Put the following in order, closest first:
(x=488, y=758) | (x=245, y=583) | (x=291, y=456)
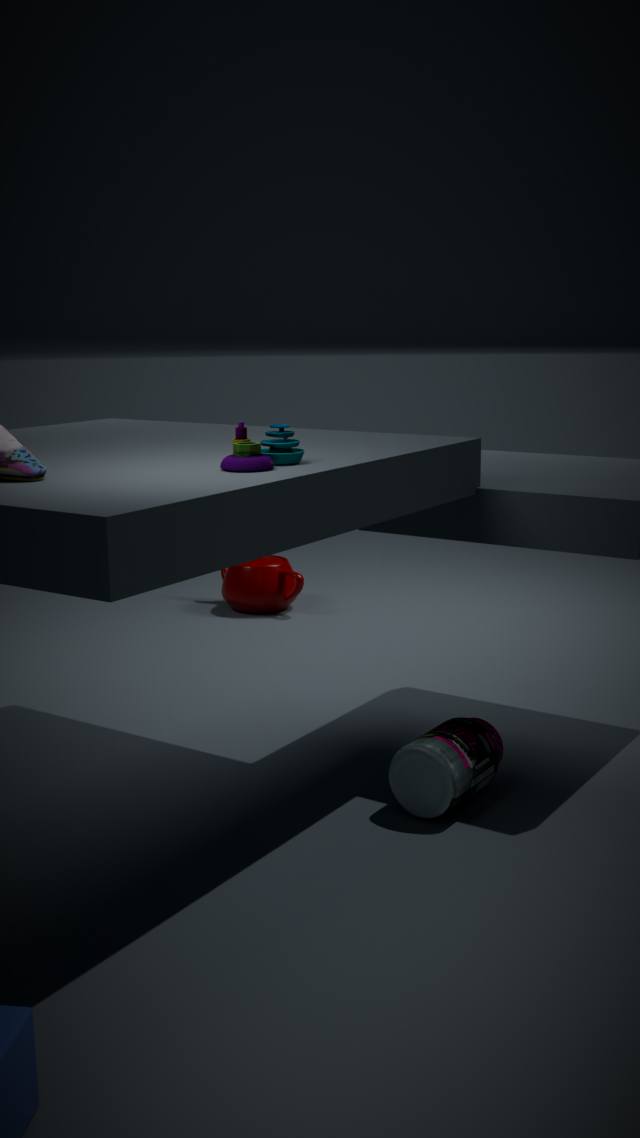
(x=291, y=456) → (x=488, y=758) → (x=245, y=583)
